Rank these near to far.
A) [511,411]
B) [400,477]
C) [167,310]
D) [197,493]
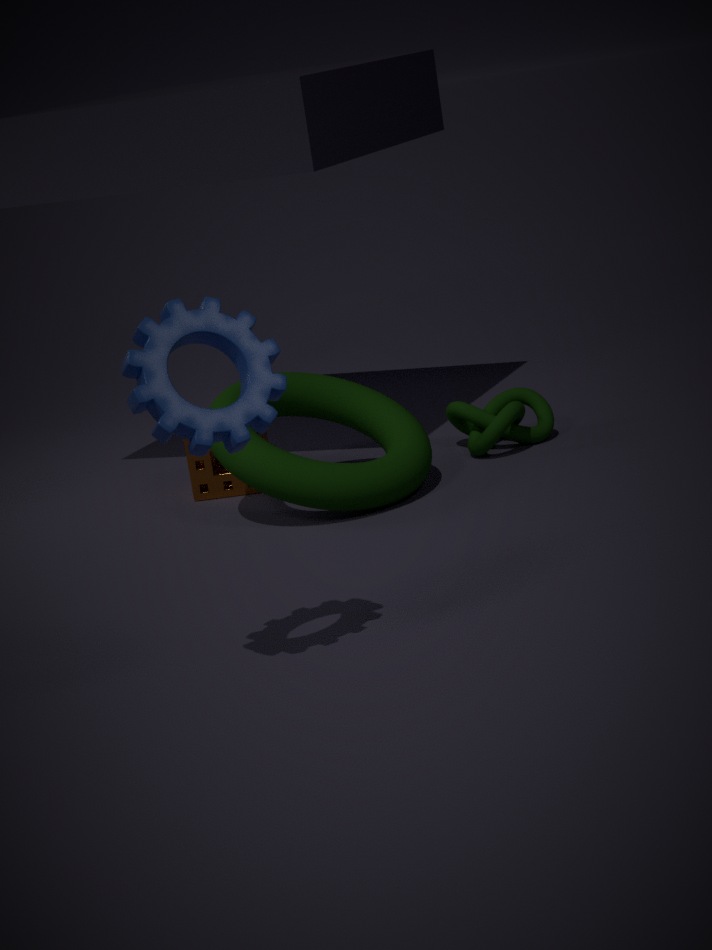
[167,310], [400,477], [511,411], [197,493]
